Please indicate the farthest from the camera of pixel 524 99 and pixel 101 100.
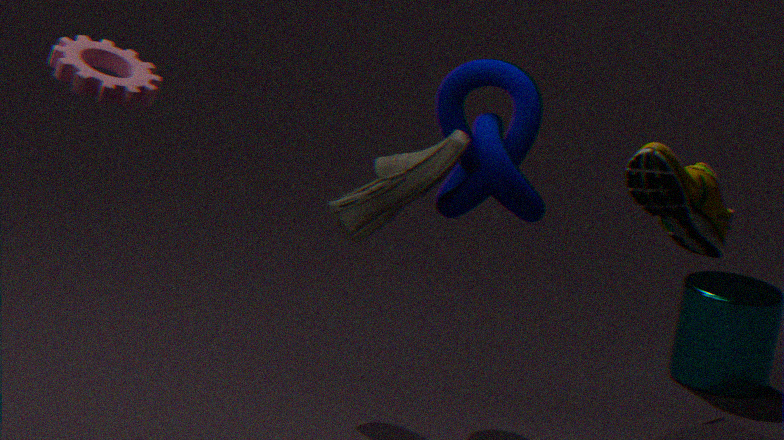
pixel 524 99
